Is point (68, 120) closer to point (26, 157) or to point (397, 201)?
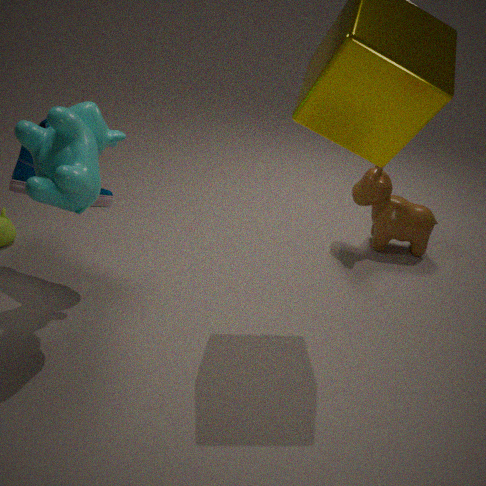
point (26, 157)
